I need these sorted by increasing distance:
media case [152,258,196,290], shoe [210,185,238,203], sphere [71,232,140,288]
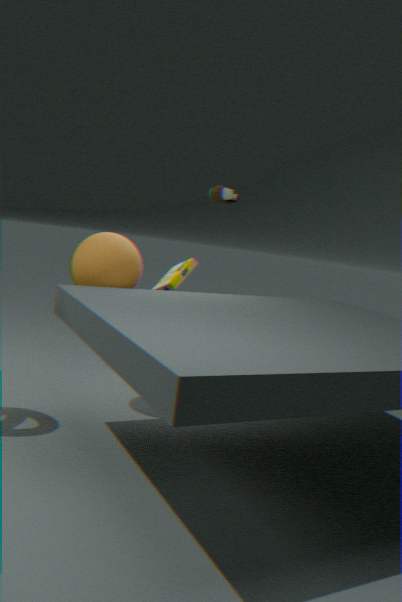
sphere [71,232,140,288] < media case [152,258,196,290] < shoe [210,185,238,203]
